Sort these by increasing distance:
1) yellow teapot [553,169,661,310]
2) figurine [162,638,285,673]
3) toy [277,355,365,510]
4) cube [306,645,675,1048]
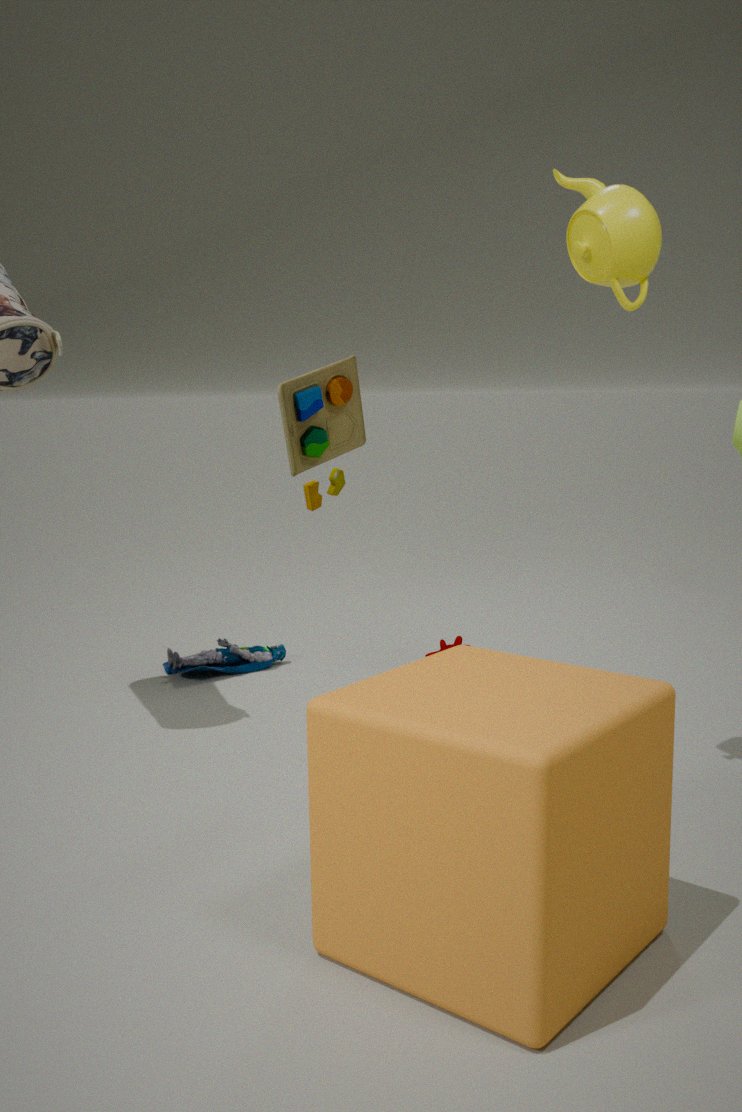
4. cube [306,645,675,1048], 1. yellow teapot [553,169,661,310], 3. toy [277,355,365,510], 2. figurine [162,638,285,673]
